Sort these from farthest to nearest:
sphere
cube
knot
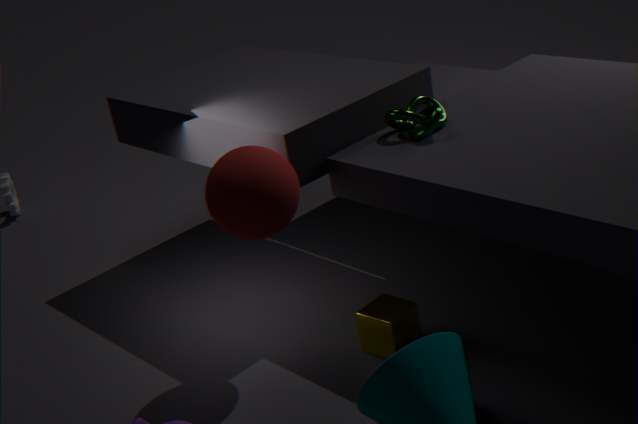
1. knot
2. cube
3. sphere
